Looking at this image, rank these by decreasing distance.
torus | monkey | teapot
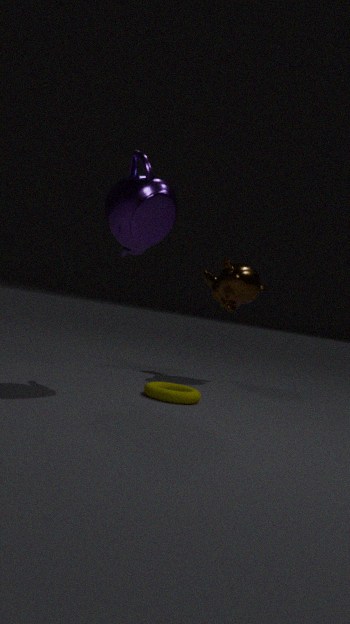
1. monkey
2. torus
3. teapot
